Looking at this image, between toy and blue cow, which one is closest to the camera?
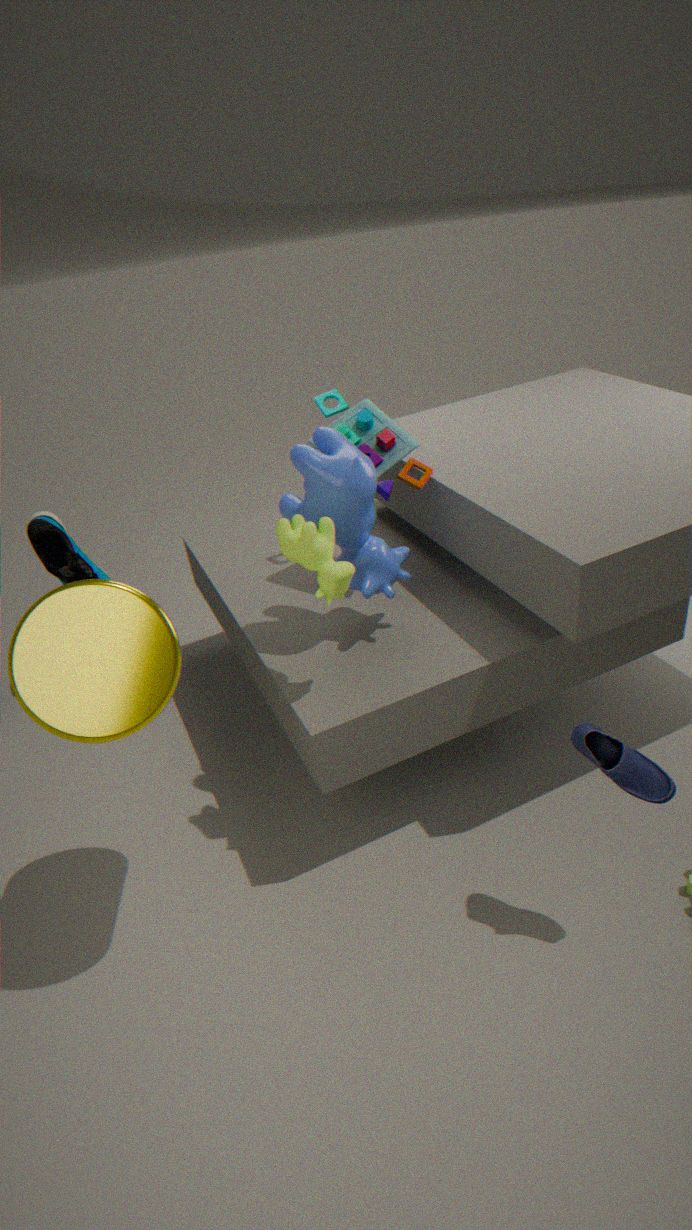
blue cow
